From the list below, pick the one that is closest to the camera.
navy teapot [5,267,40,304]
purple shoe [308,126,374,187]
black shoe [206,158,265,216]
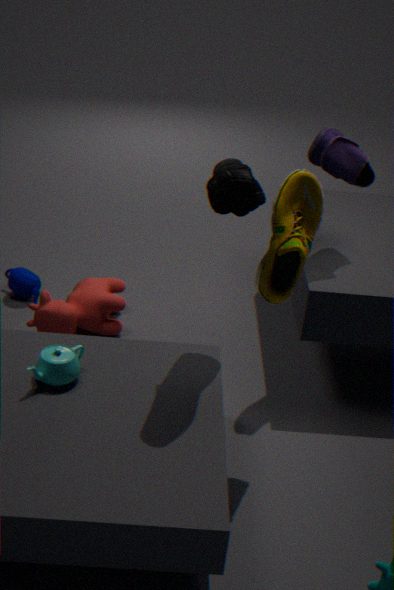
black shoe [206,158,265,216]
